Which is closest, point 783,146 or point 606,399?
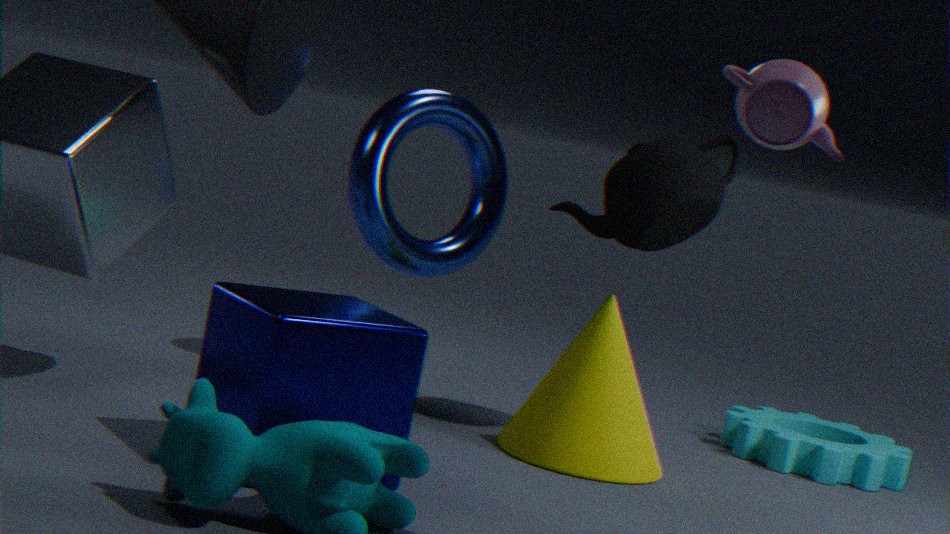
point 783,146
